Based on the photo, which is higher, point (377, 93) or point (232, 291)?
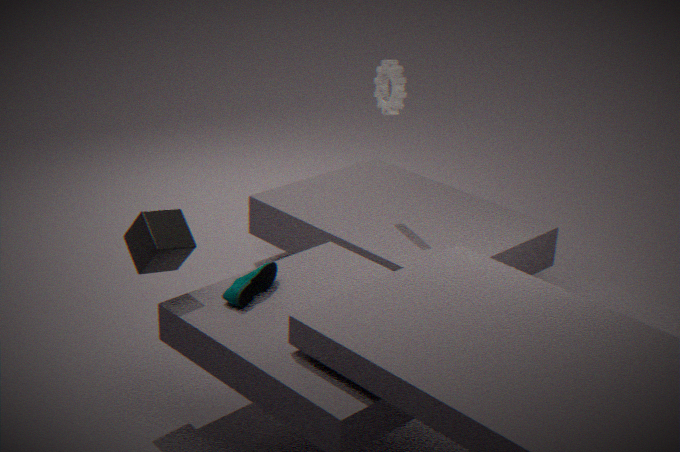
point (377, 93)
